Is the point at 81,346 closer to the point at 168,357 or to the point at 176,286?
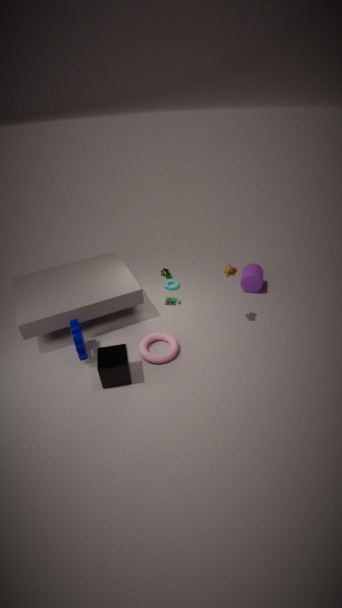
the point at 168,357
